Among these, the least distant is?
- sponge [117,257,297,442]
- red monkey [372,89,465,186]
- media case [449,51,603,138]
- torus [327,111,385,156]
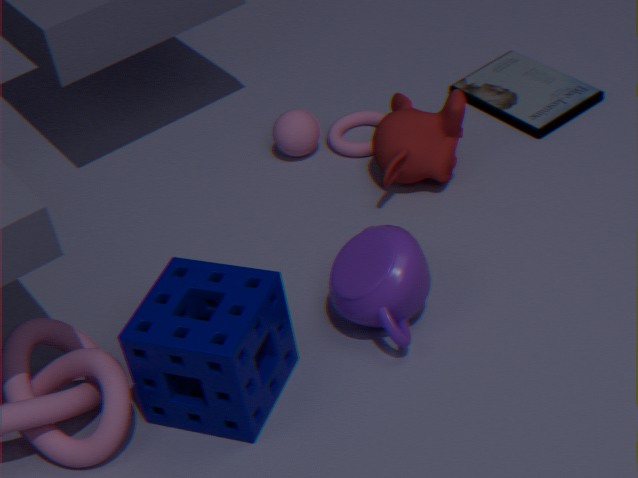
sponge [117,257,297,442]
